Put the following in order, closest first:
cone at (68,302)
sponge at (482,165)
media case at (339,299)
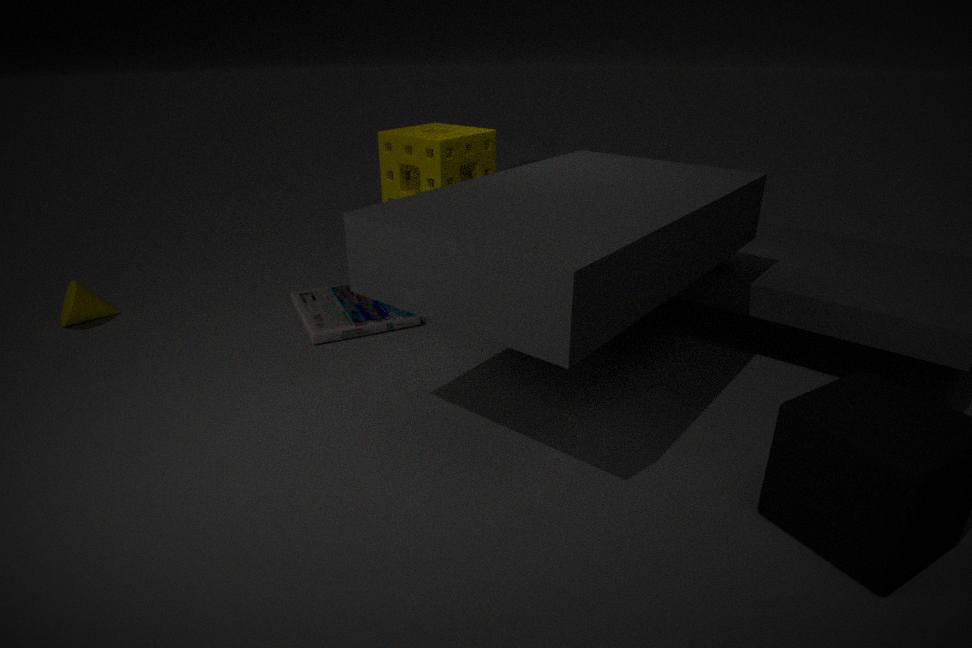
1. sponge at (482,165)
2. media case at (339,299)
3. cone at (68,302)
